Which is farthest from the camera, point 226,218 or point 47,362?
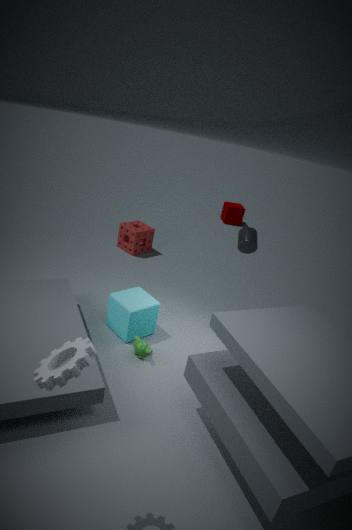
point 226,218
